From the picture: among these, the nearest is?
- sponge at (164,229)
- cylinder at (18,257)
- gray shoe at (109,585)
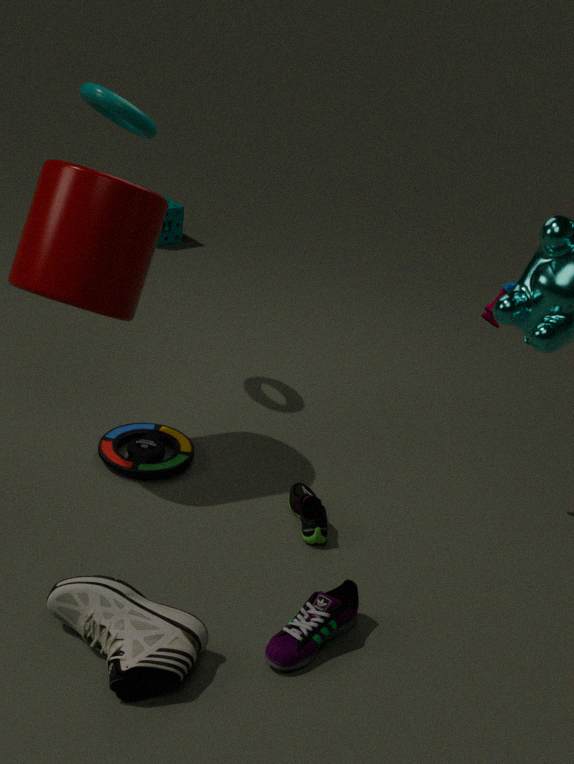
gray shoe at (109,585)
